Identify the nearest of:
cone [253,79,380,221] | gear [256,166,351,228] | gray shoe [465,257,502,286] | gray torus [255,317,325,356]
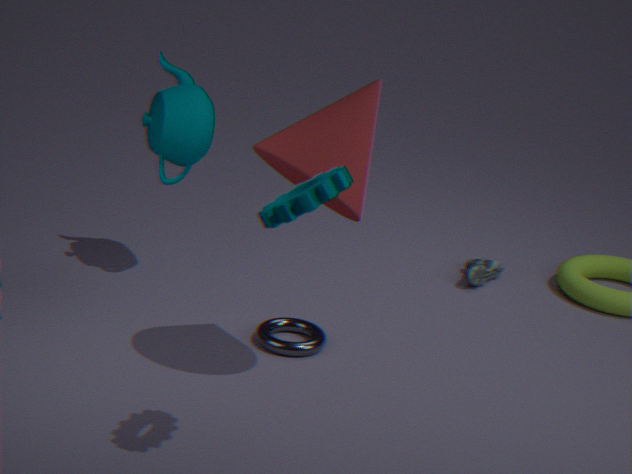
gear [256,166,351,228]
